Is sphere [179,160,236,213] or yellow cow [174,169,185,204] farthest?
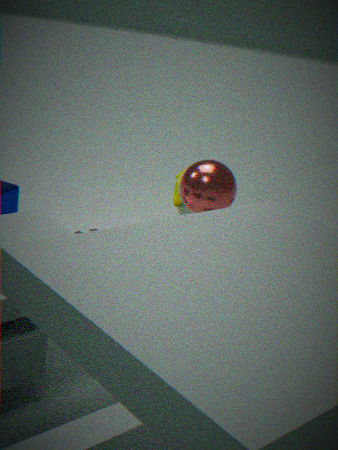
yellow cow [174,169,185,204]
